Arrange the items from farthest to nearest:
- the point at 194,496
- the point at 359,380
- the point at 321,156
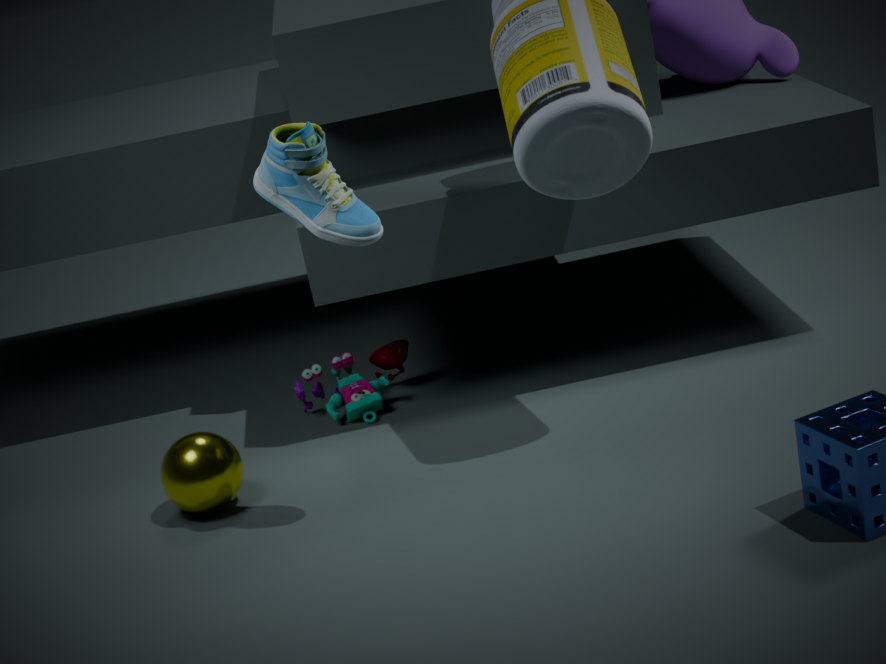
the point at 359,380, the point at 194,496, the point at 321,156
